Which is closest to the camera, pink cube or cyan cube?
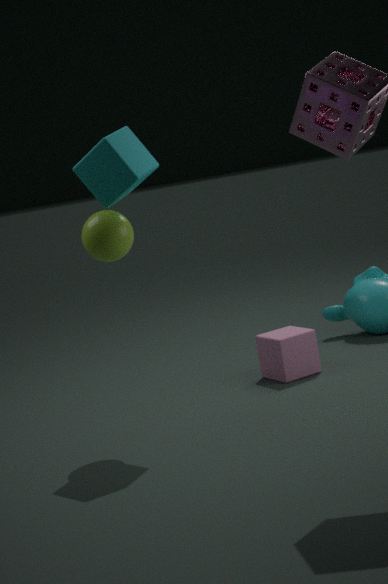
cyan cube
